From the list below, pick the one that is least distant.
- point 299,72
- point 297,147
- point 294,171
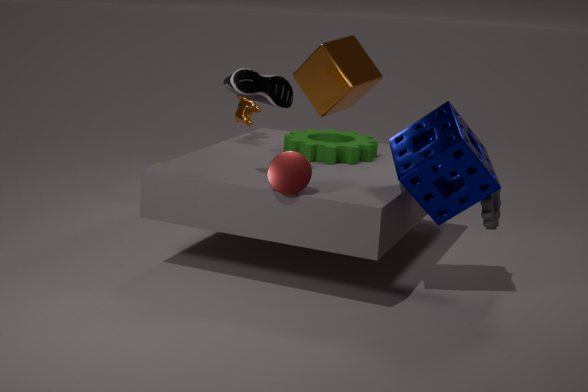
point 294,171
